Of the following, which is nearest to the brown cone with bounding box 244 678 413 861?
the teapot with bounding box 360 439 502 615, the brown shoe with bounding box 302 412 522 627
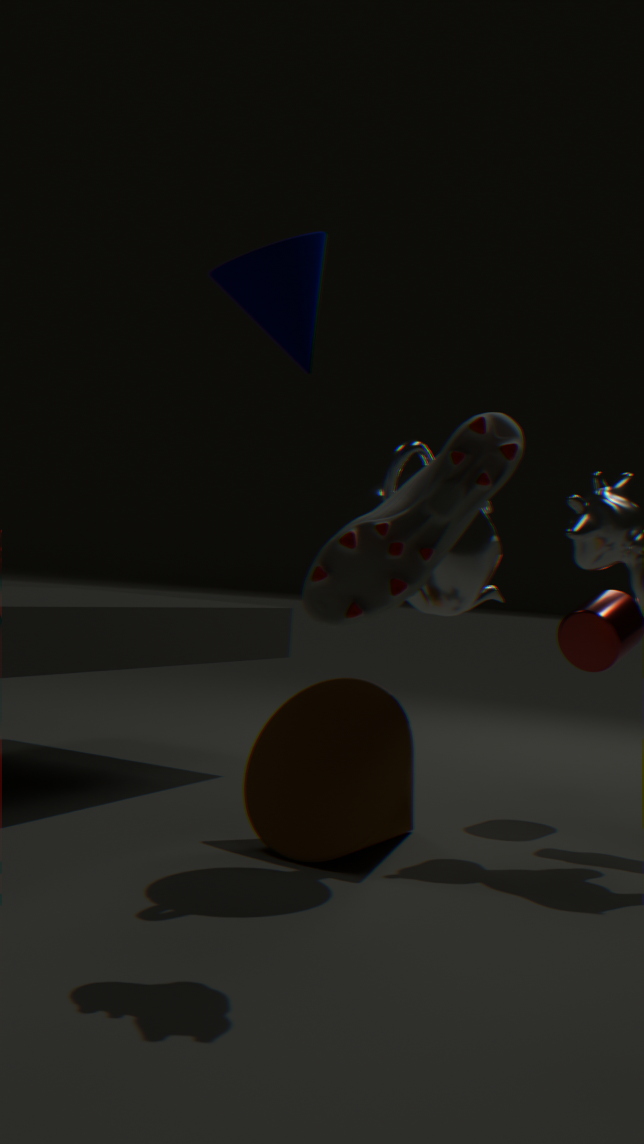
the teapot with bounding box 360 439 502 615
